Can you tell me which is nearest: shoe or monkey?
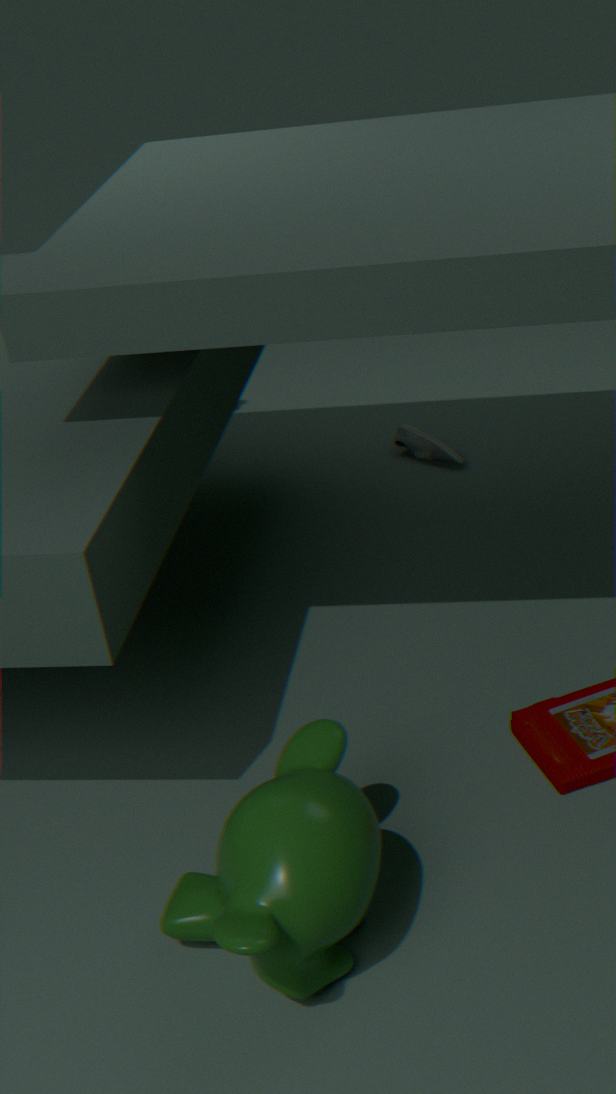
monkey
